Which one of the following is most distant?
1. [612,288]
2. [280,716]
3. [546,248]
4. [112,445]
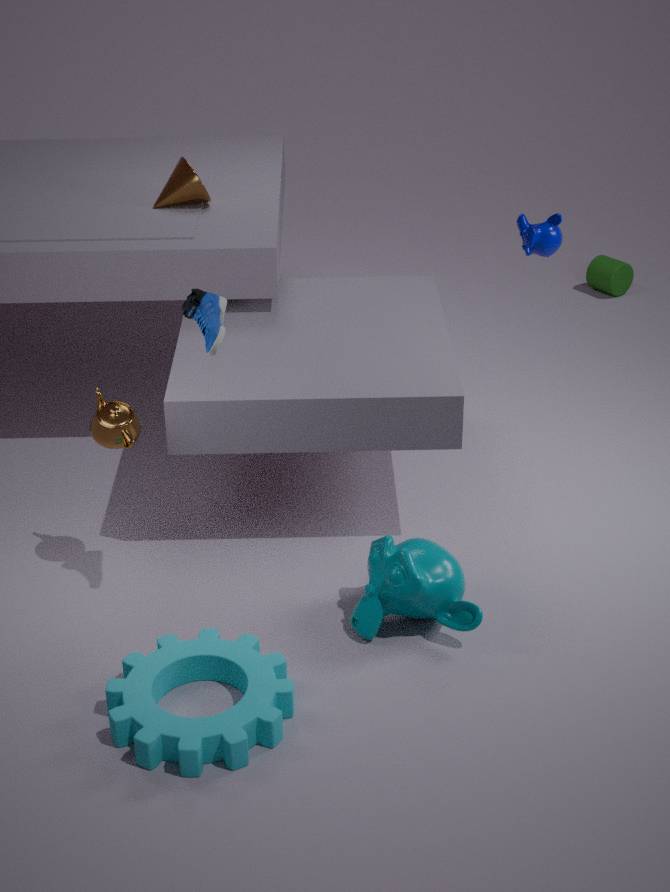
[612,288]
